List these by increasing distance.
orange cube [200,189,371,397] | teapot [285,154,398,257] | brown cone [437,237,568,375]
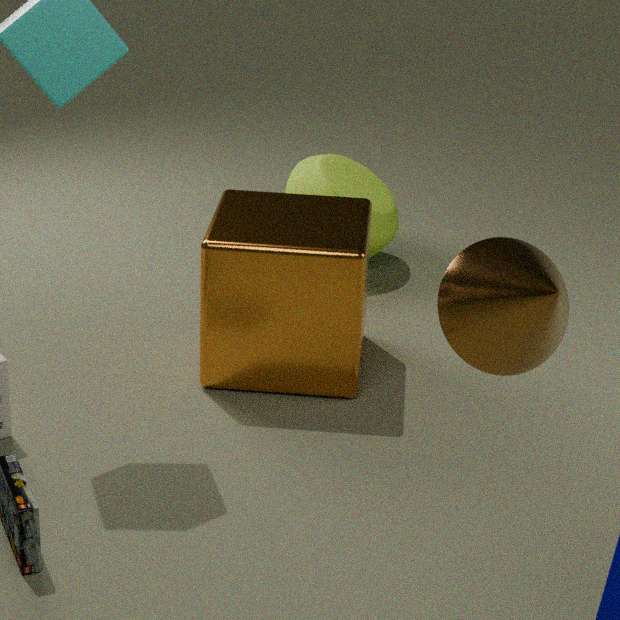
1. brown cone [437,237,568,375]
2. orange cube [200,189,371,397]
3. teapot [285,154,398,257]
